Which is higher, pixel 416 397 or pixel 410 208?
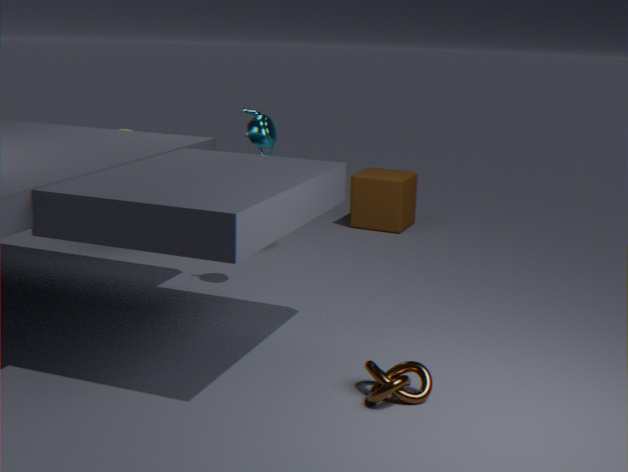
pixel 410 208
